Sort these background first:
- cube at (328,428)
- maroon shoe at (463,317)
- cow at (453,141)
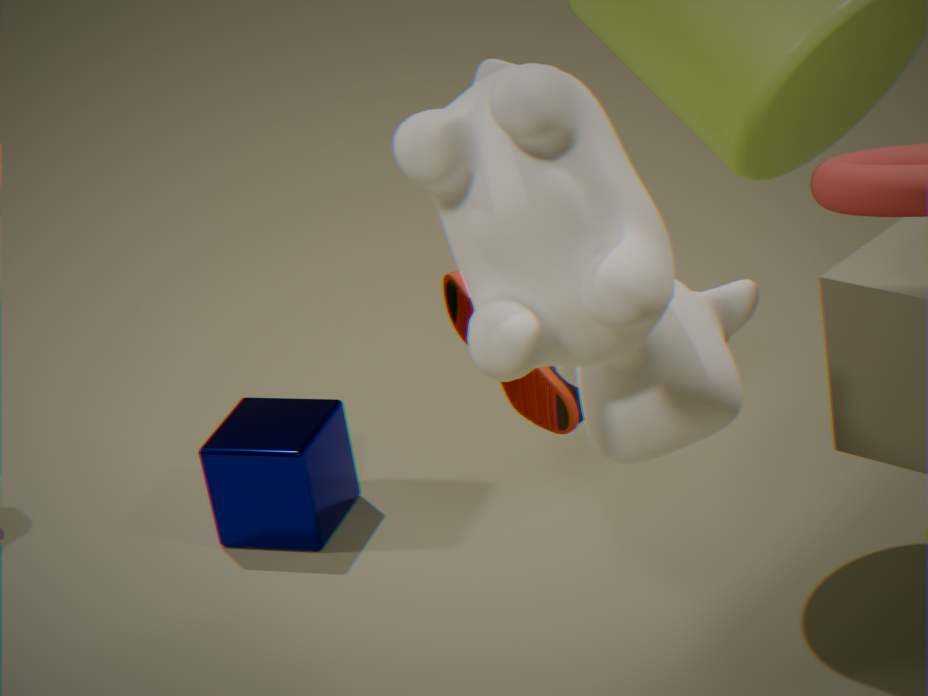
cube at (328,428), maroon shoe at (463,317), cow at (453,141)
